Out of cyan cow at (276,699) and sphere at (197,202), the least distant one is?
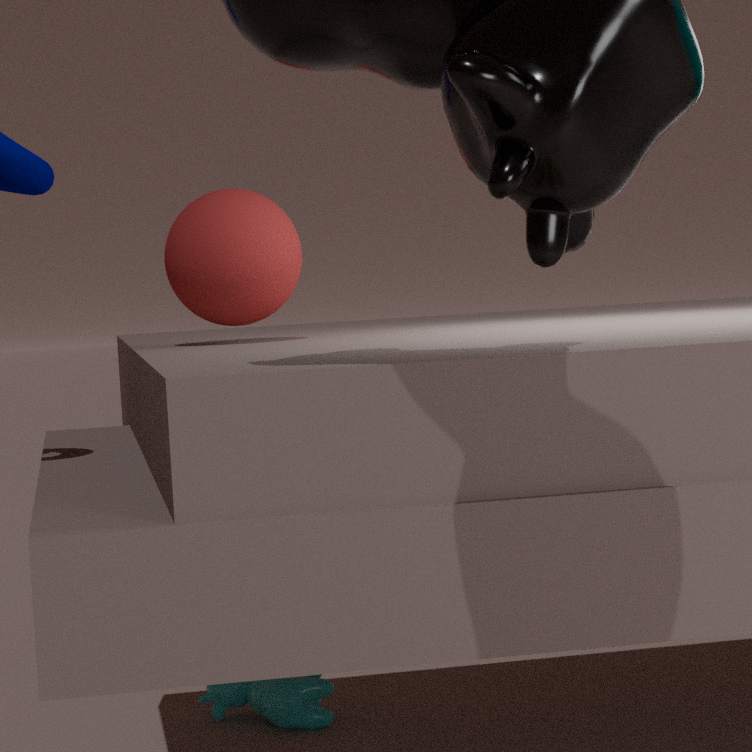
sphere at (197,202)
